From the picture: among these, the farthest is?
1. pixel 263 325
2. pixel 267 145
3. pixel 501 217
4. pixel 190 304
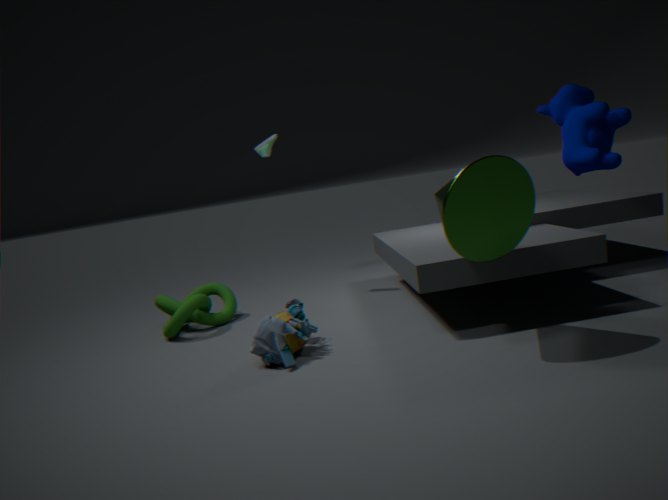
pixel 267 145
